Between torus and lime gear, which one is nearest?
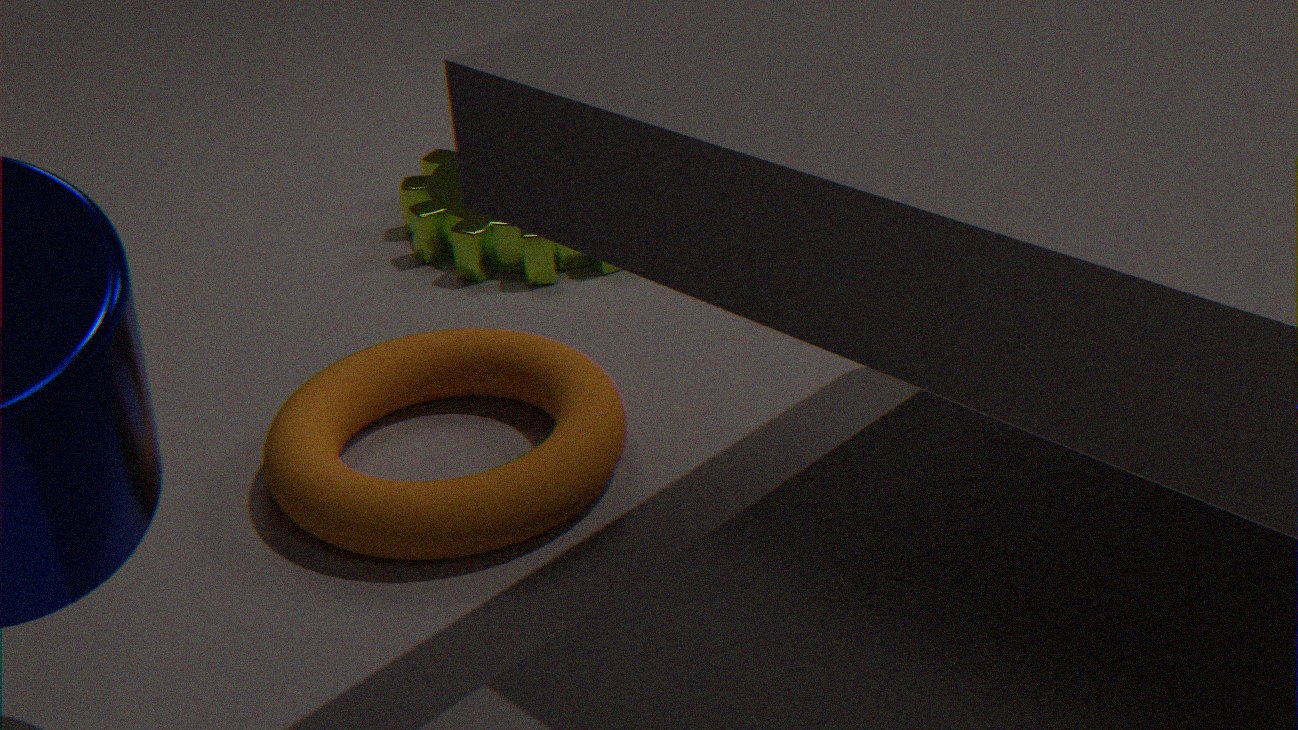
torus
